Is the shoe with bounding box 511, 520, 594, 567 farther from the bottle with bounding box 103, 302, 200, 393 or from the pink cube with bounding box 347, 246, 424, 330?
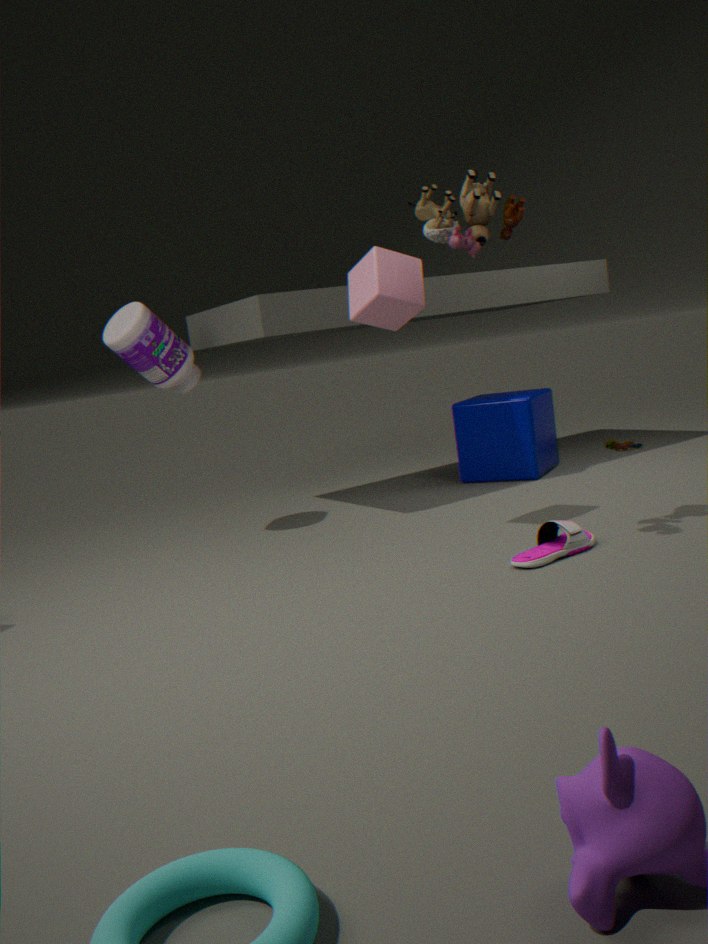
the bottle with bounding box 103, 302, 200, 393
